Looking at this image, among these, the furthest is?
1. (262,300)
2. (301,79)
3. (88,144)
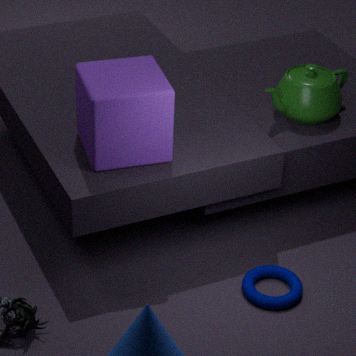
(301,79)
